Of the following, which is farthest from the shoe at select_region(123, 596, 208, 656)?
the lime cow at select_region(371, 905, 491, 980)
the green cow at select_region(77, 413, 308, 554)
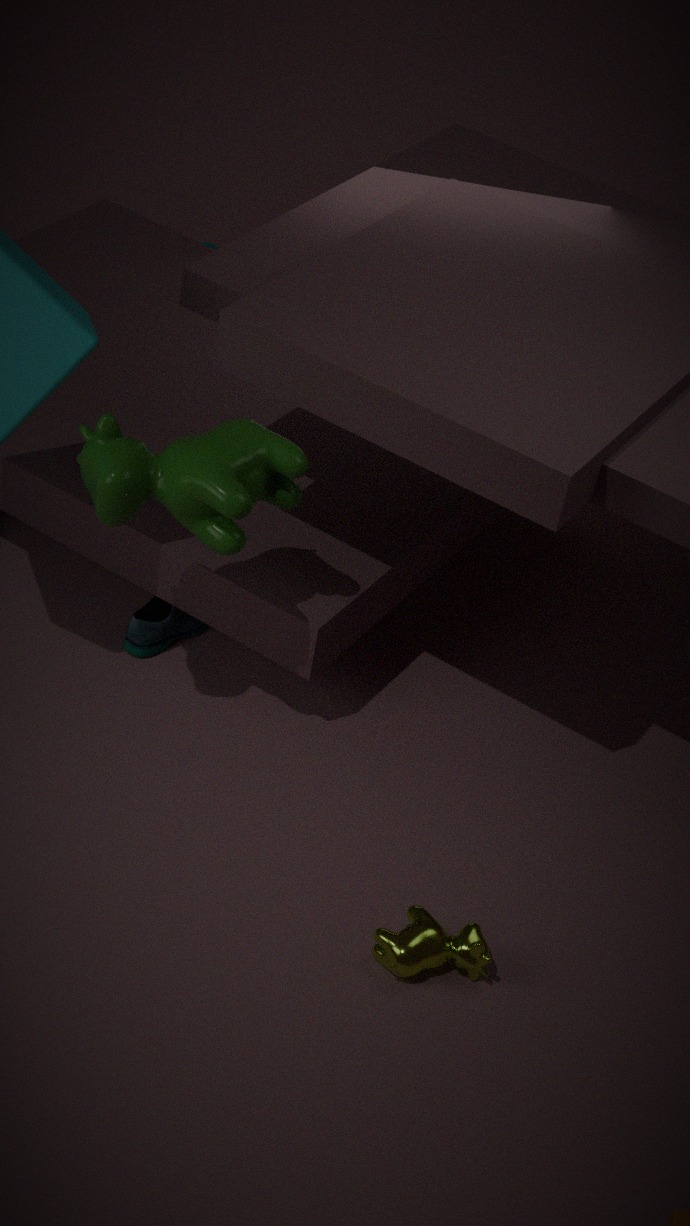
the lime cow at select_region(371, 905, 491, 980)
